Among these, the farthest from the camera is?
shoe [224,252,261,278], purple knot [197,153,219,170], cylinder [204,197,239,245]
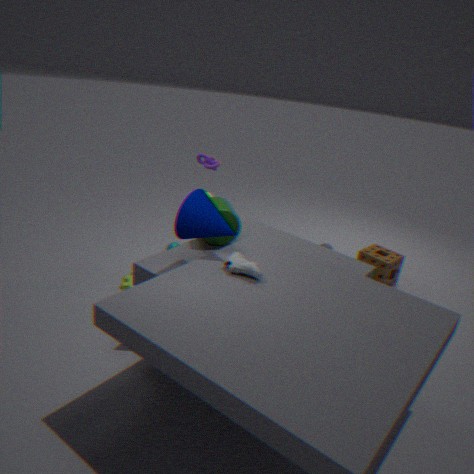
purple knot [197,153,219,170]
